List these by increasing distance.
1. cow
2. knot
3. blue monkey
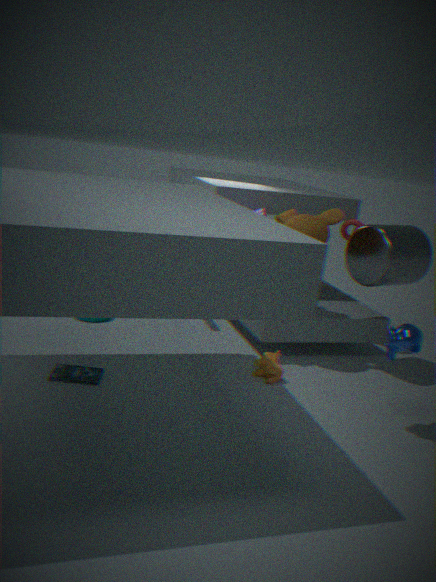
blue monkey
cow
knot
